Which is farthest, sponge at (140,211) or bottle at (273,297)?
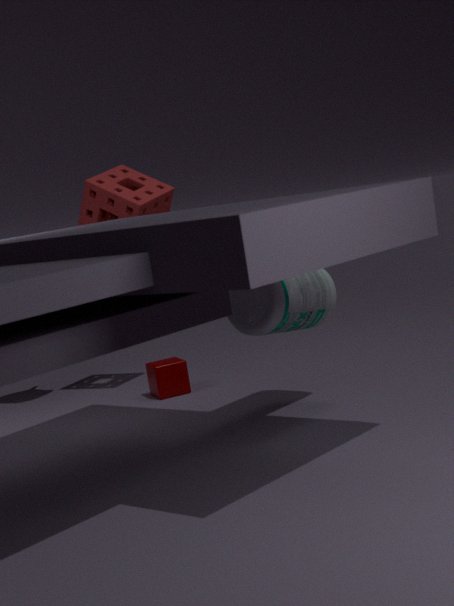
sponge at (140,211)
